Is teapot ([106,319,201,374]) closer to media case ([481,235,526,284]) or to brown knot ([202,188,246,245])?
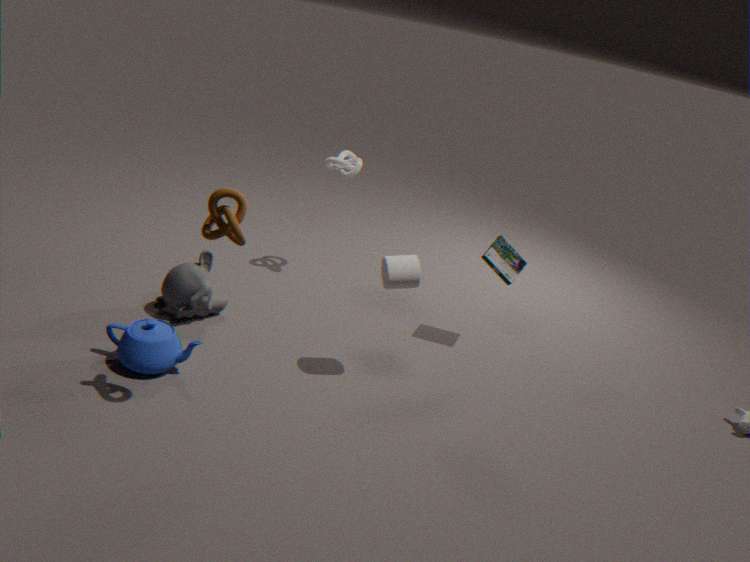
brown knot ([202,188,246,245])
